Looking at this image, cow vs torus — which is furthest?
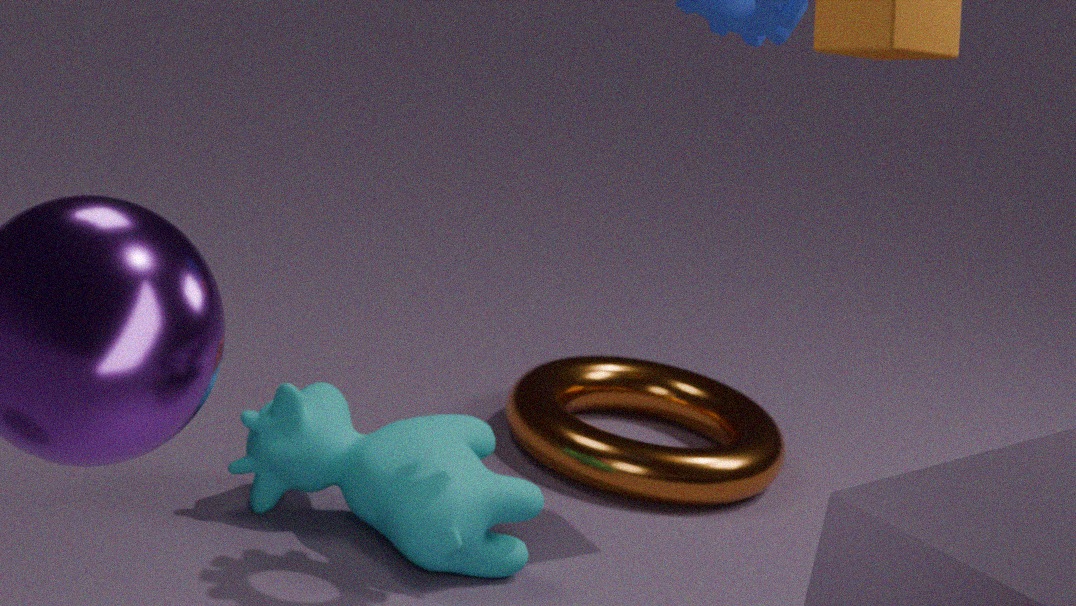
torus
